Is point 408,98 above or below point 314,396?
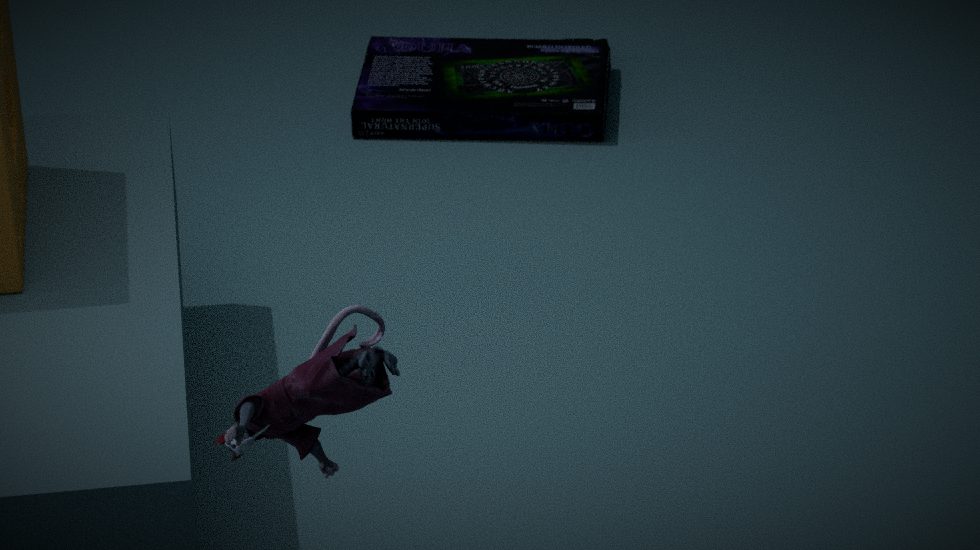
below
